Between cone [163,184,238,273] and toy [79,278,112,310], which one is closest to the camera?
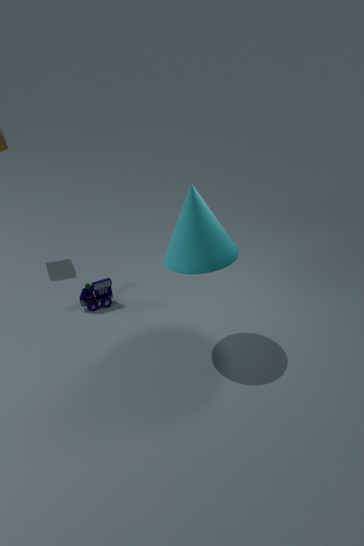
cone [163,184,238,273]
